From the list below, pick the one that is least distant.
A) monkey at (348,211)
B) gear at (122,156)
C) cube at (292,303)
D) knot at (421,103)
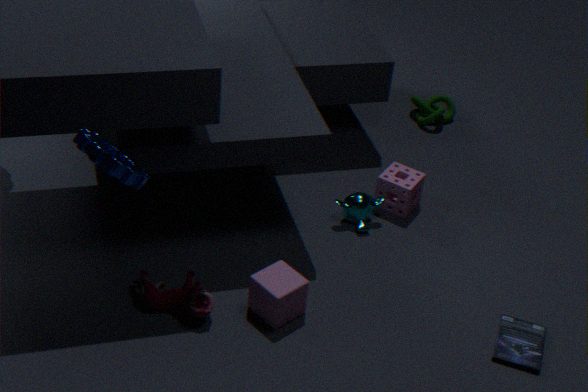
gear at (122,156)
